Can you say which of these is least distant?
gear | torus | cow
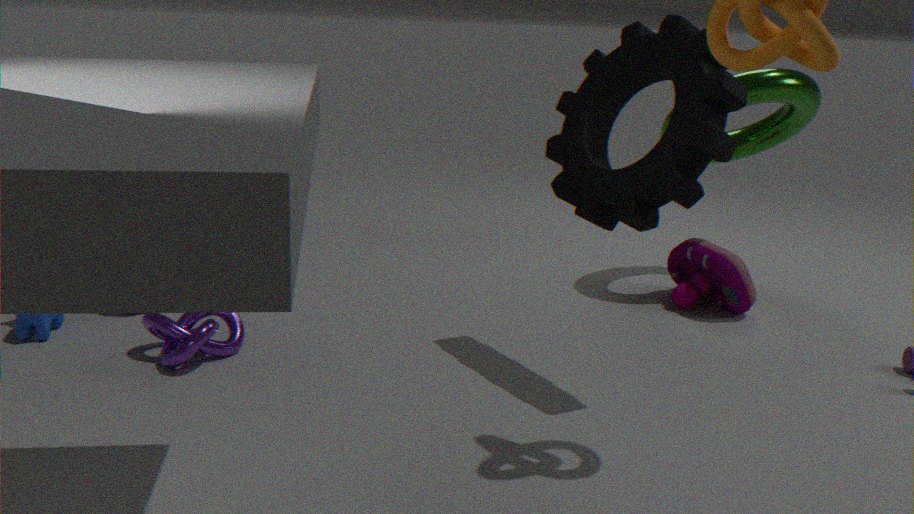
gear
